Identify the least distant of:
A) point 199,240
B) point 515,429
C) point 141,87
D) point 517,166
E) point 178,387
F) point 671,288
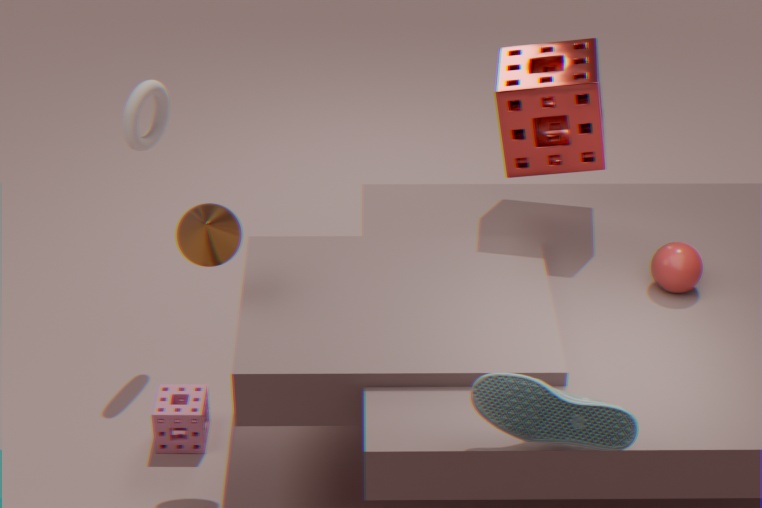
point 515,429
